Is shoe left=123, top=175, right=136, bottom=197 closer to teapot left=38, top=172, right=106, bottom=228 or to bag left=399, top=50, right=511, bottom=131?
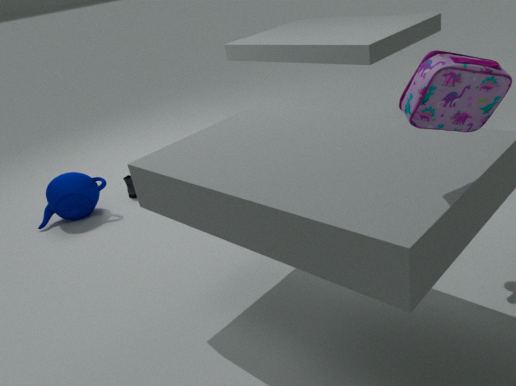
teapot left=38, top=172, right=106, bottom=228
